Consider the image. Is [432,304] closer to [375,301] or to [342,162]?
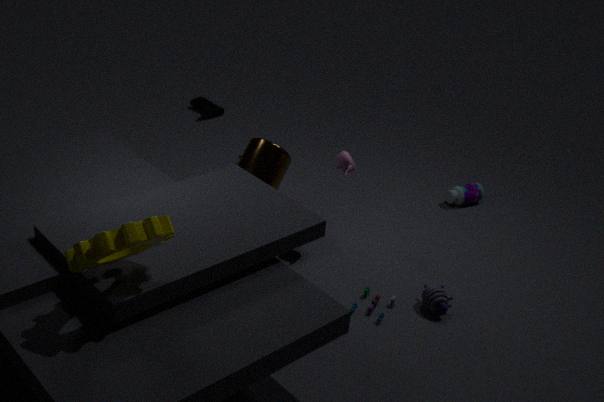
[375,301]
